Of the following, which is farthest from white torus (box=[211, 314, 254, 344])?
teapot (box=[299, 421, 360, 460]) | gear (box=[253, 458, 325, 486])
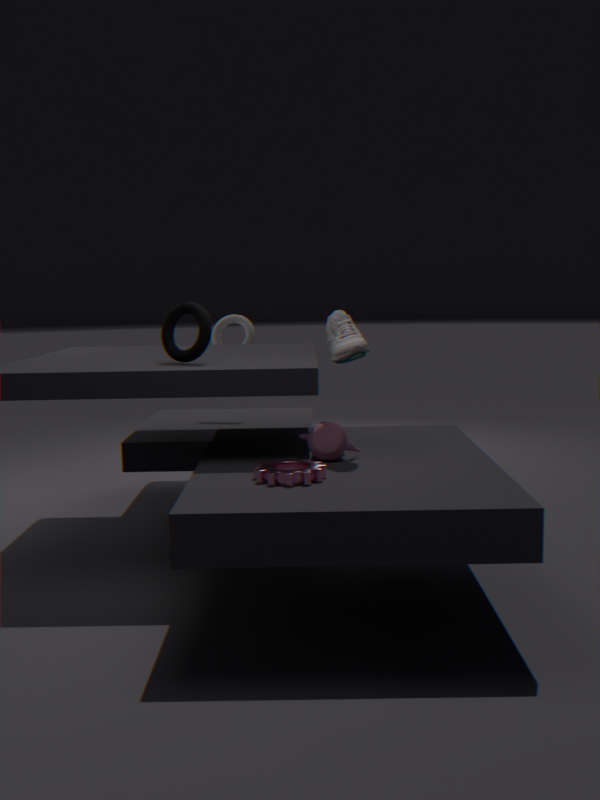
gear (box=[253, 458, 325, 486])
